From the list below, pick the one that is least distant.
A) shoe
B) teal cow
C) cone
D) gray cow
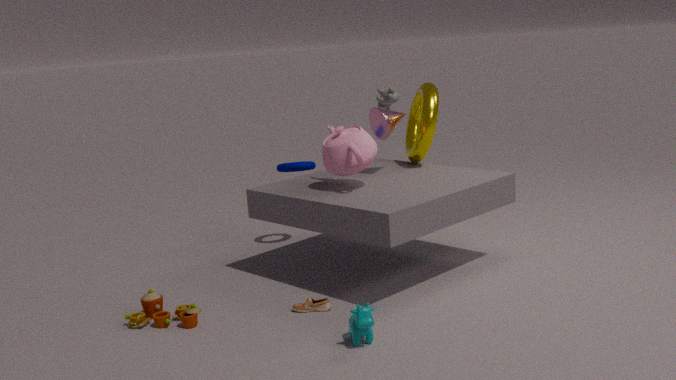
teal cow
